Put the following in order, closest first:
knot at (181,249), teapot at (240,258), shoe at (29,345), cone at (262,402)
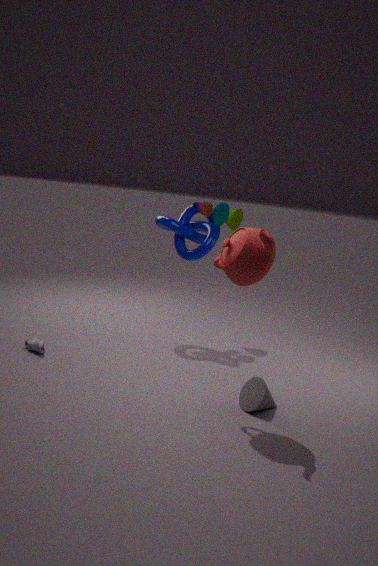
teapot at (240,258)
cone at (262,402)
shoe at (29,345)
knot at (181,249)
